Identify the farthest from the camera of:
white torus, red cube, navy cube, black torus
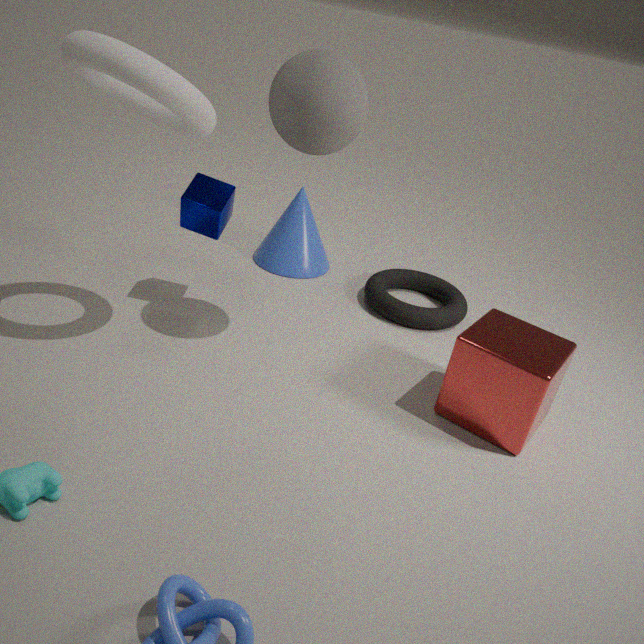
black torus
